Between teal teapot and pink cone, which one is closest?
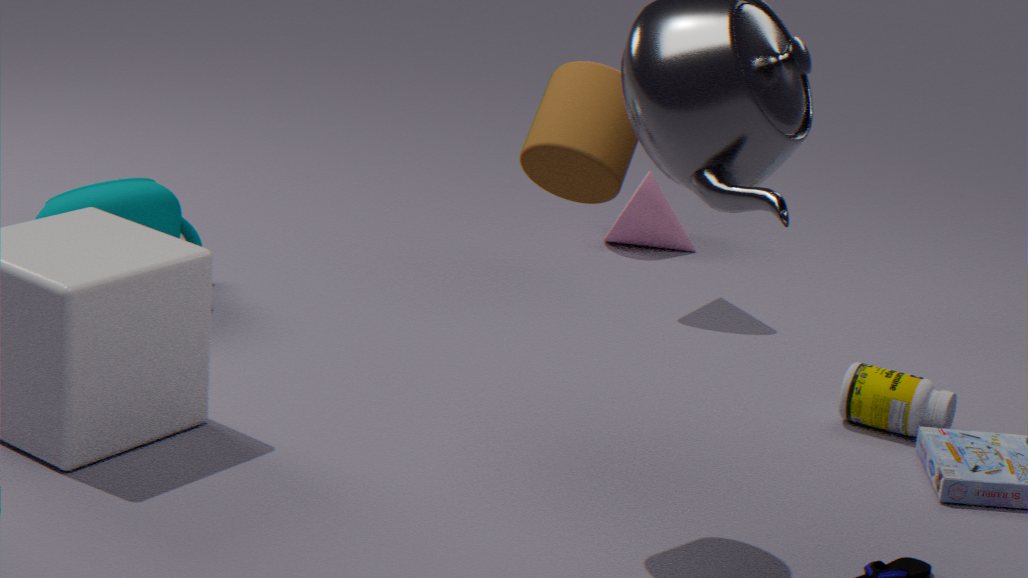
teal teapot
